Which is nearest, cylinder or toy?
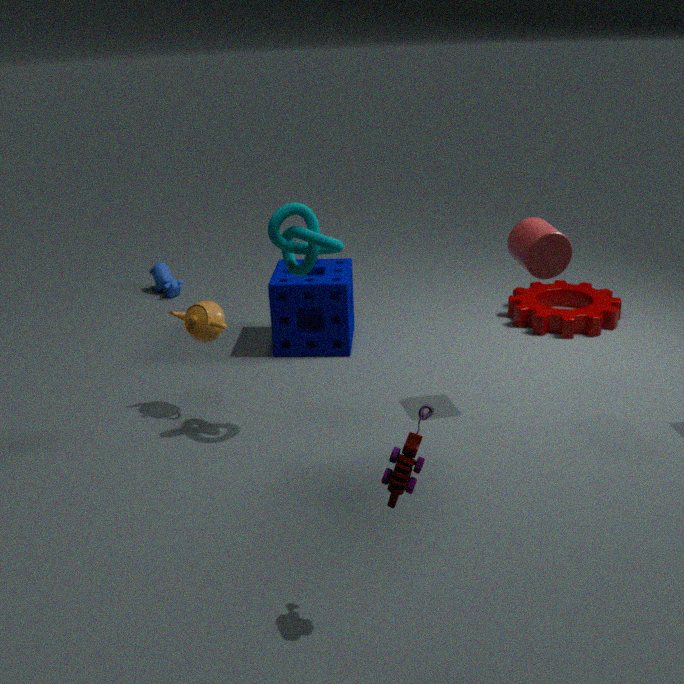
toy
